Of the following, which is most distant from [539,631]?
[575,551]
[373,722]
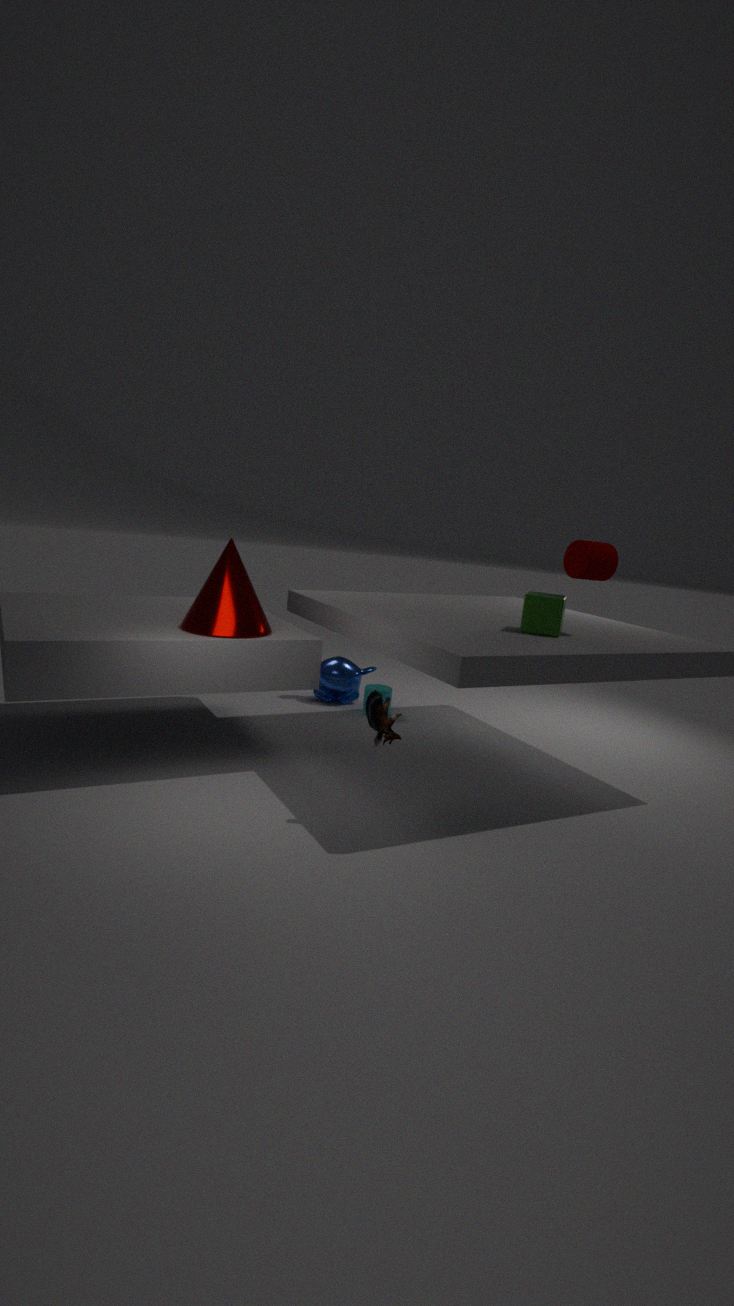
[373,722]
